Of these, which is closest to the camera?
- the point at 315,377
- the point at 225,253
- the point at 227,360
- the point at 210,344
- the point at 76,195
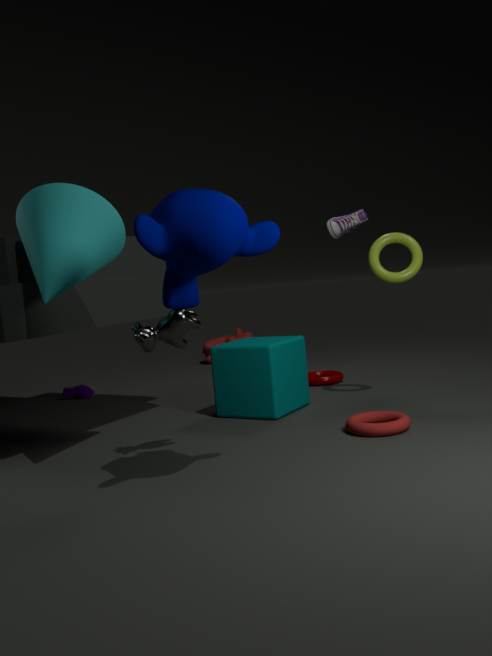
the point at 225,253
